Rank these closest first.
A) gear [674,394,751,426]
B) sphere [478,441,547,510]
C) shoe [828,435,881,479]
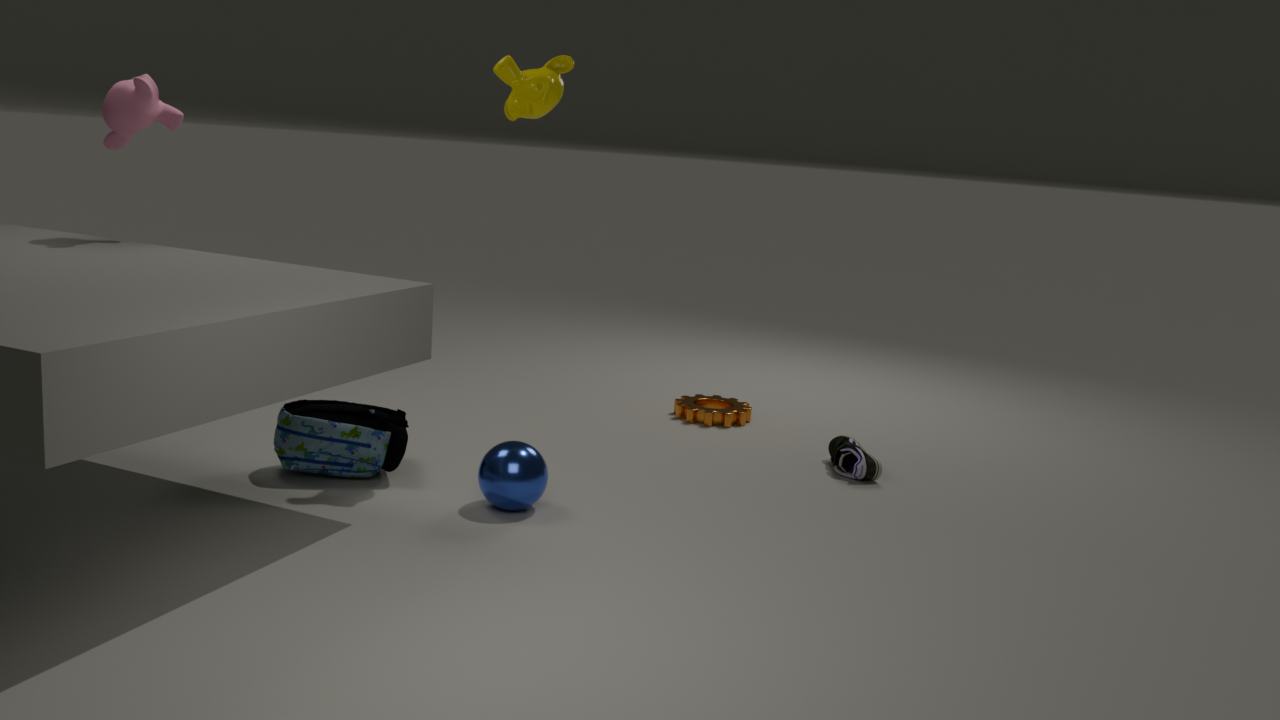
sphere [478,441,547,510], shoe [828,435,881,479], gear [674,394,751,426]
